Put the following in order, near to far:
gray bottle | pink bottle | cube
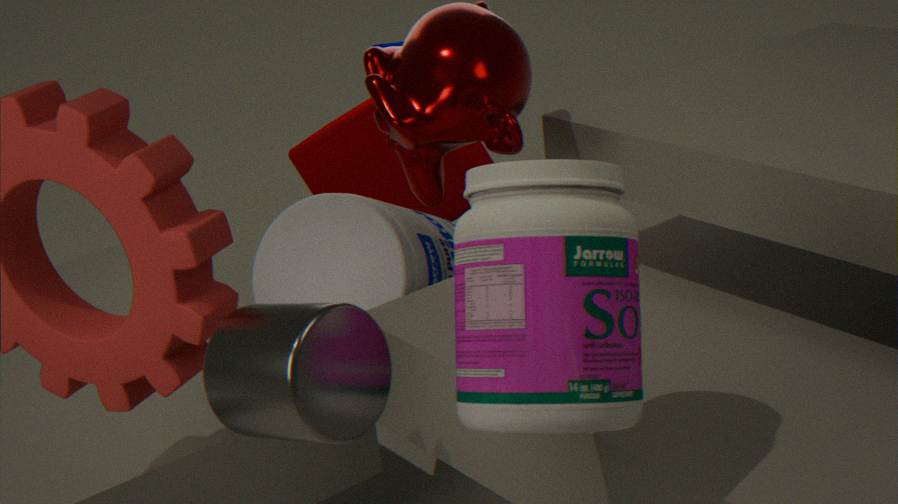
pink bottle → gray bottle → cube
